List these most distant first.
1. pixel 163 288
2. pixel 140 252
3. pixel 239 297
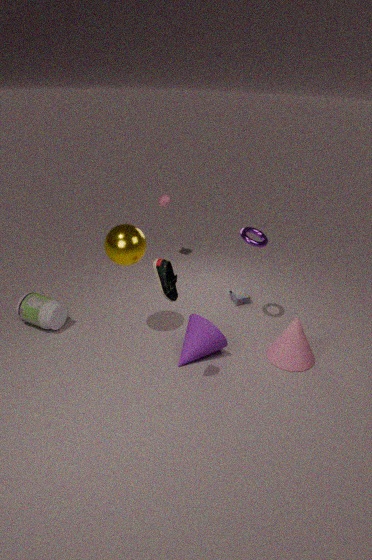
1. pixel 239 297
2. pixel 140 252
3. pixel 163 288
